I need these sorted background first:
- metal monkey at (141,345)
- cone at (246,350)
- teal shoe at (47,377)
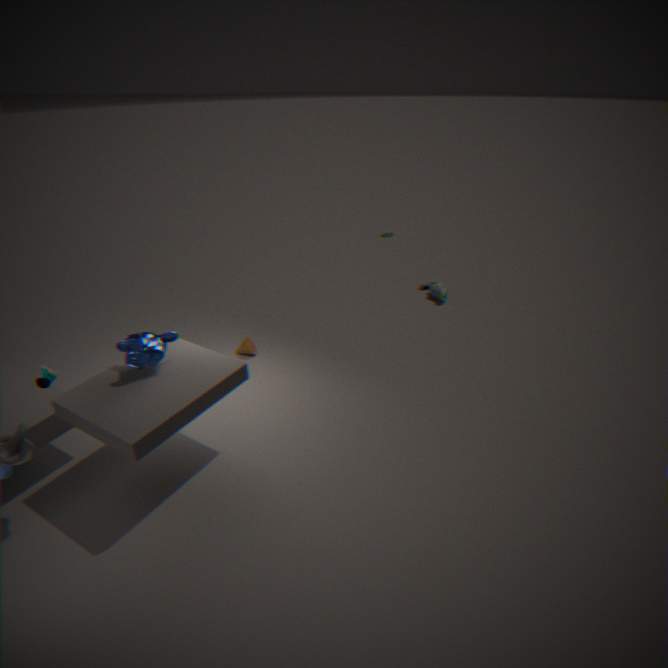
1. cone at (246,350)
2. metal monkey at (141,345)
3. teal shoe at (47,377)
